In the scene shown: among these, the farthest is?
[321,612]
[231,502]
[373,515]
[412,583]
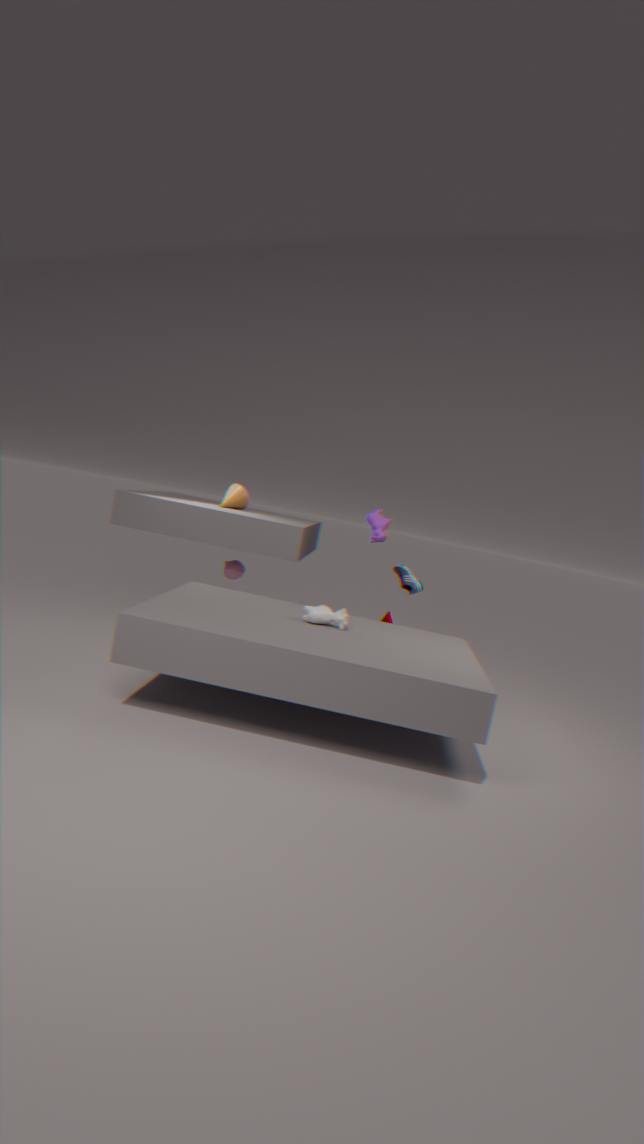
[231,502]
